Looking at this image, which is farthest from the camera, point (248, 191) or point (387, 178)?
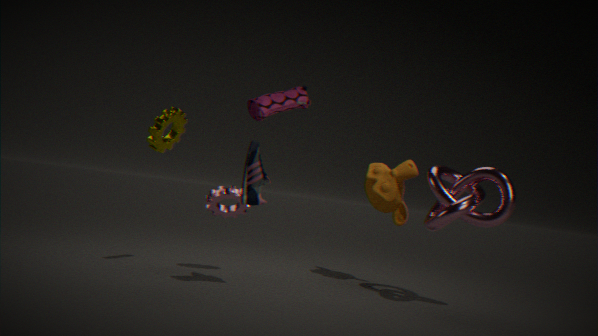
point (387, 178)
